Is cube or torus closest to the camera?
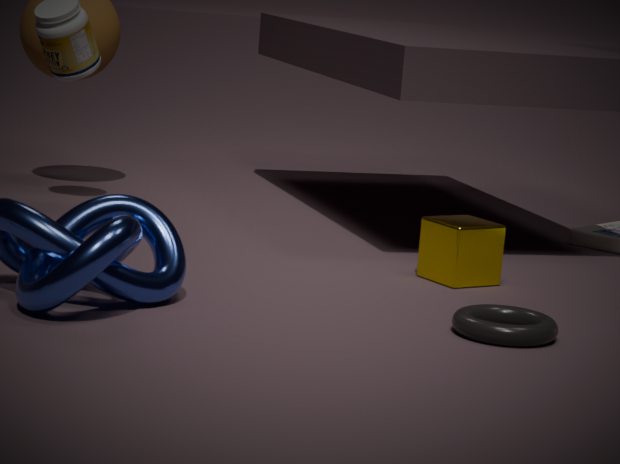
torus
